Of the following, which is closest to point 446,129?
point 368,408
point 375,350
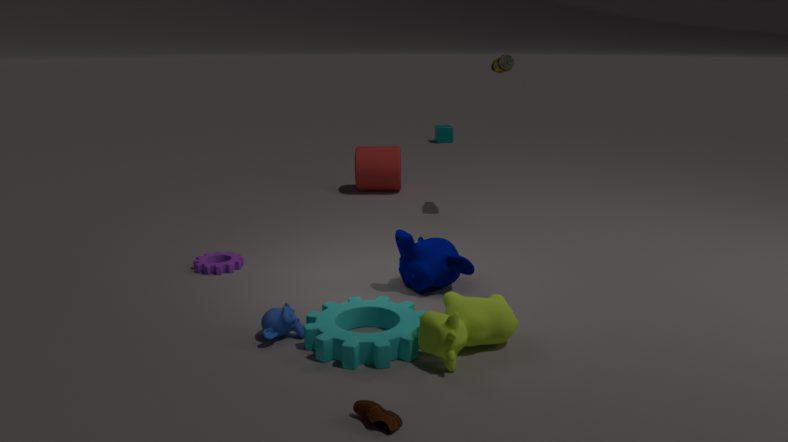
point 375,350
